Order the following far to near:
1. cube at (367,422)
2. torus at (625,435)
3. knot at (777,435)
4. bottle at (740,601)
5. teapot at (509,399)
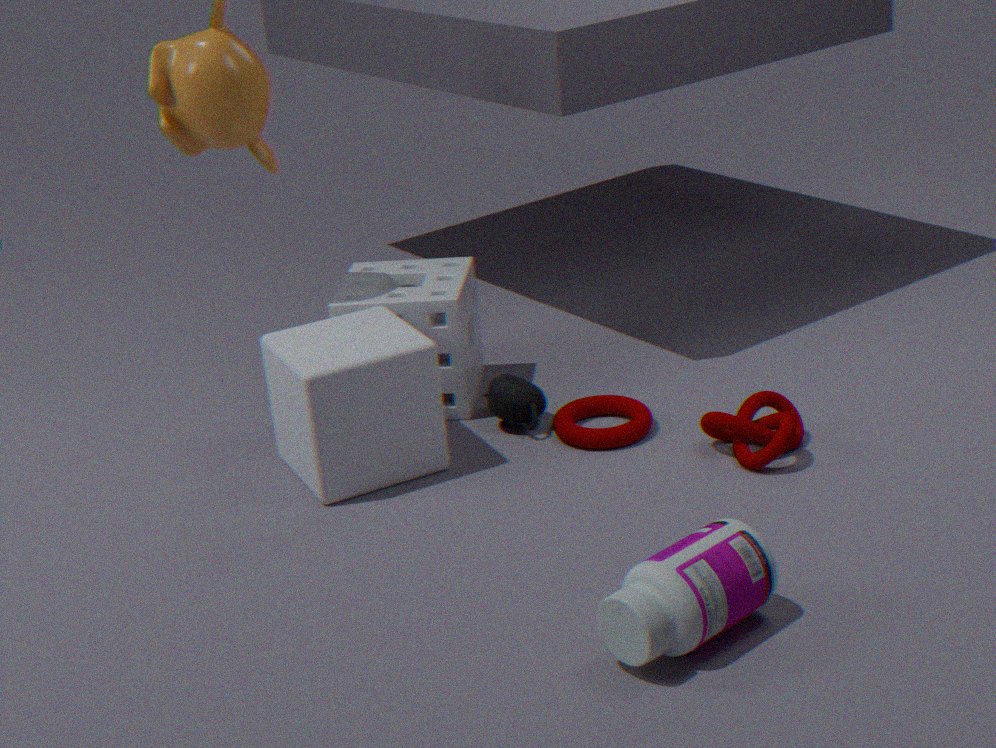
teapot at (509,399) → torus at (625,435) → knot at (777,435) → cube at (367,422) → bottle at (740,601)
